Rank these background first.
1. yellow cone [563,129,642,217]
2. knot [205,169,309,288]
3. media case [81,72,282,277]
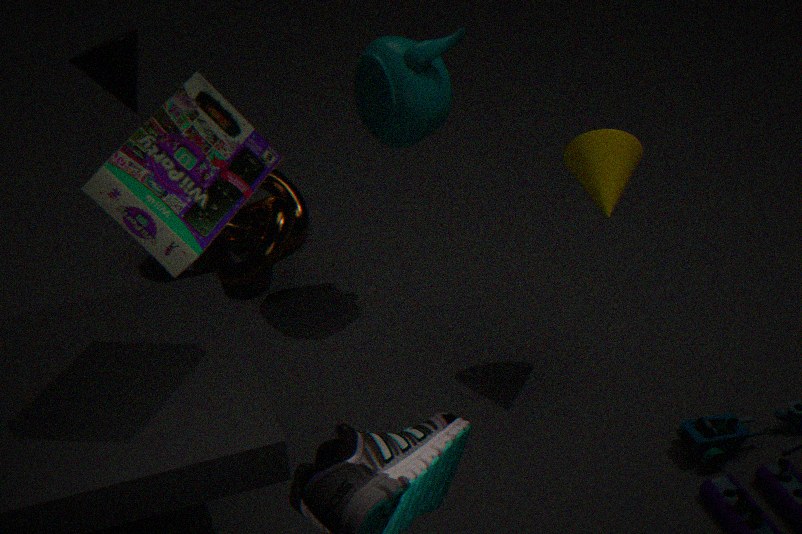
knot [205,169,309,288], yellow cone [563,129,642,217], media case [81,72,282,277]
